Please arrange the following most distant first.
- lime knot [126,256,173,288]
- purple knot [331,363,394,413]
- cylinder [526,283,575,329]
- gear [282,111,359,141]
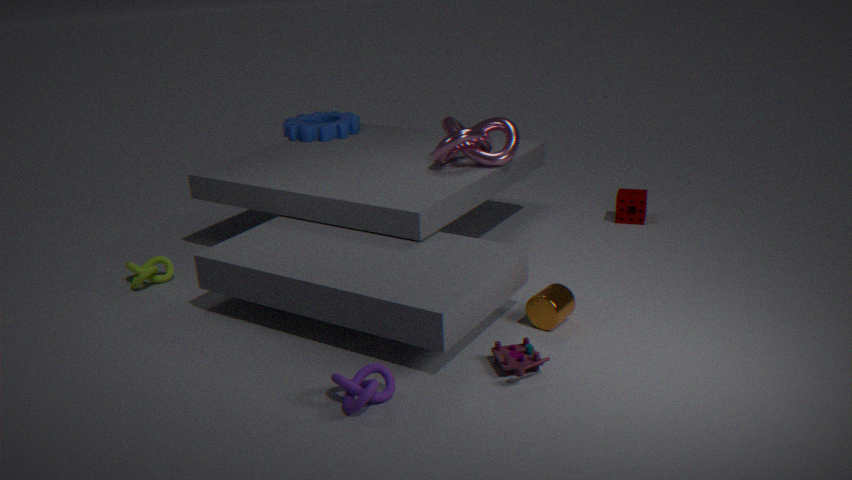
gear [282,111,359,141] < lime knot [126,256,173,288] < cylinder [526,283,575,329] < purple knot [331,363,394,413]
